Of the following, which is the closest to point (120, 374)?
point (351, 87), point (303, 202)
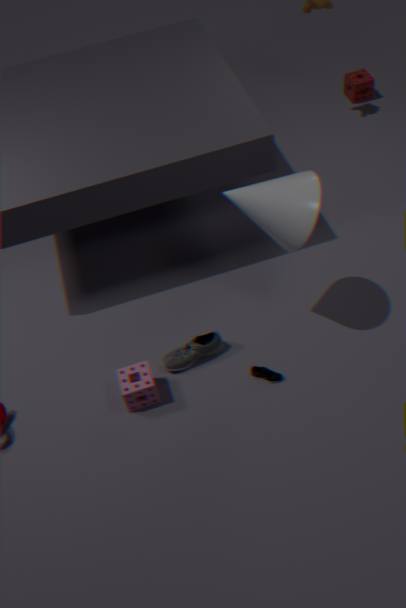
point (303, 202)
